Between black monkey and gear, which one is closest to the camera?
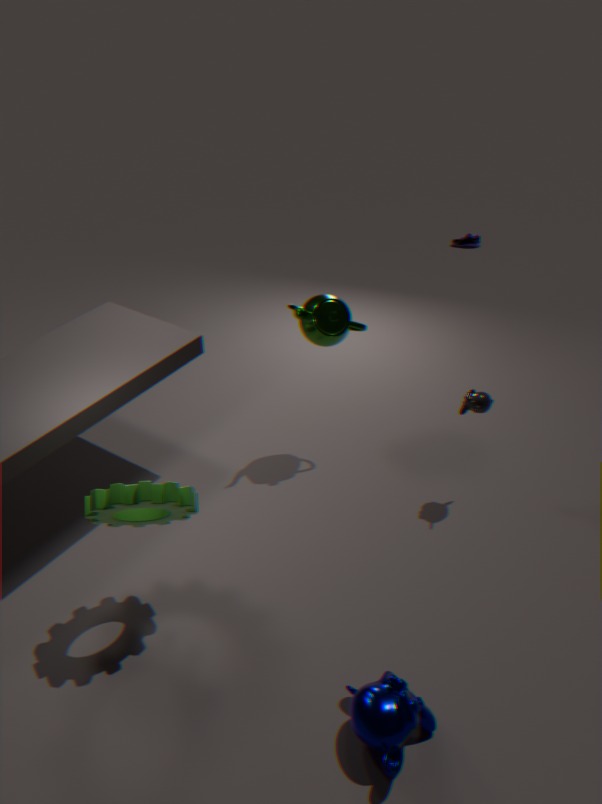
gear
